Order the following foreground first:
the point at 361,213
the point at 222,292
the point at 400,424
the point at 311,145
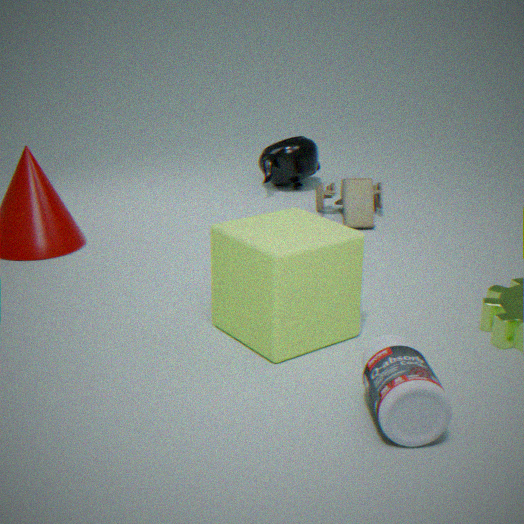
the point at 400,424
the point at 222,292
the point at 361,213
the point at 311,145
